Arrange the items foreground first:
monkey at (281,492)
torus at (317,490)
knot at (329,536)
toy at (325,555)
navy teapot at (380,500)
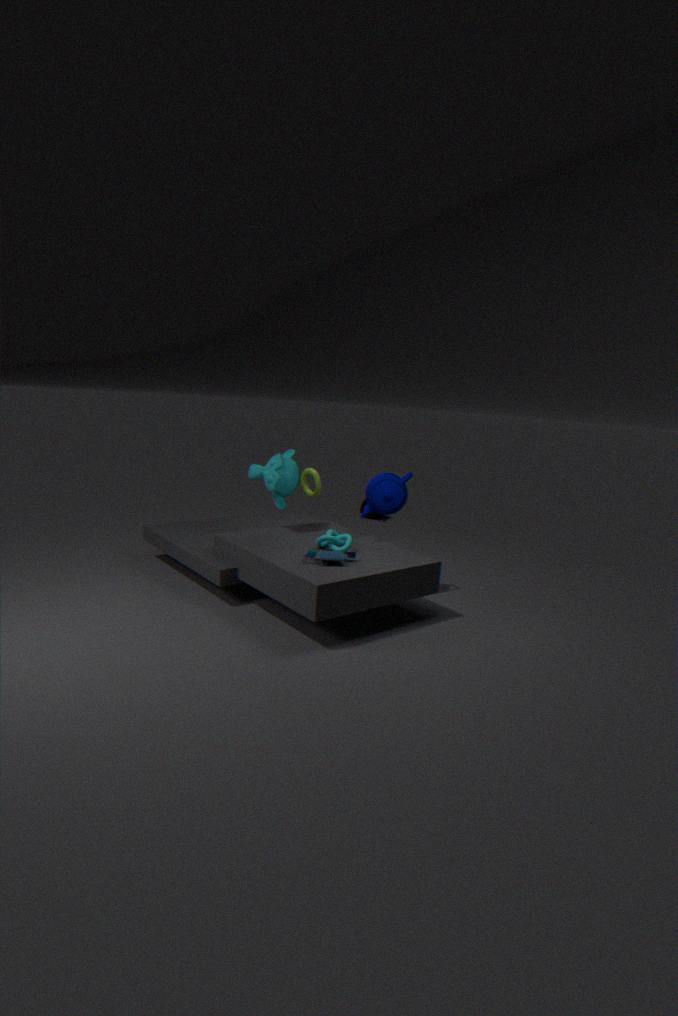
toy at (325,555), knot at (329,536), navy teapot at (380,500), monkey at (281,492), torus at (317,490)
